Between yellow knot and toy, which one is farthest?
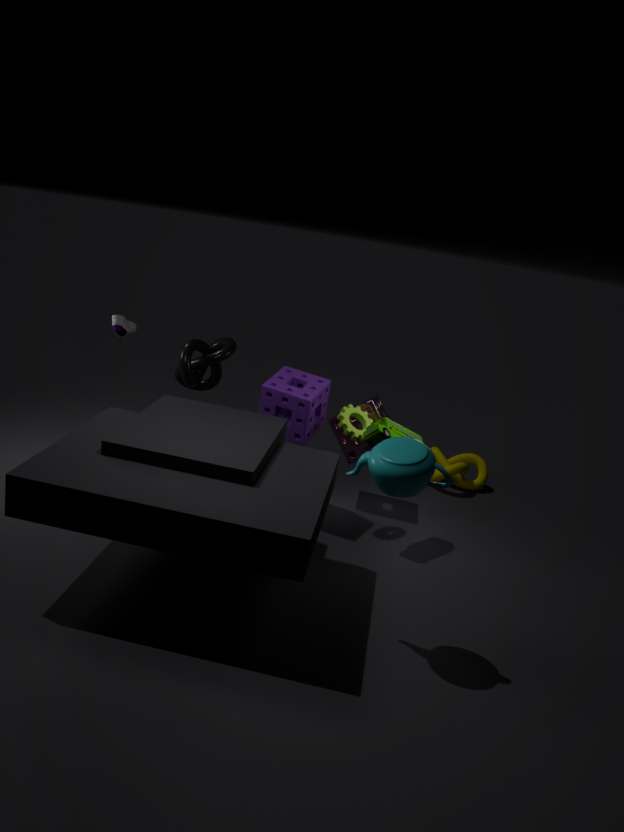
yellow knot
